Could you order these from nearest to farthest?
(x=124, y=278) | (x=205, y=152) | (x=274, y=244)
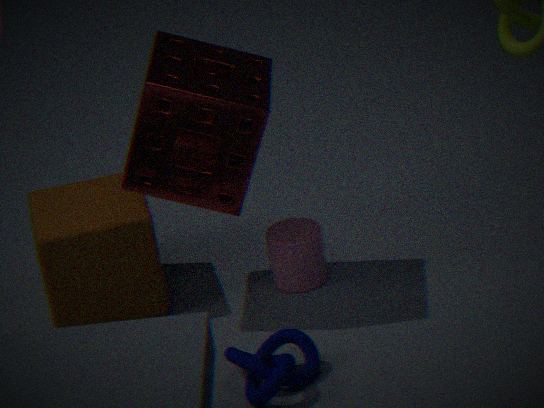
1. (x=205, y=152)
2. (x=124, y=278)
3. (x=274, y=244)
